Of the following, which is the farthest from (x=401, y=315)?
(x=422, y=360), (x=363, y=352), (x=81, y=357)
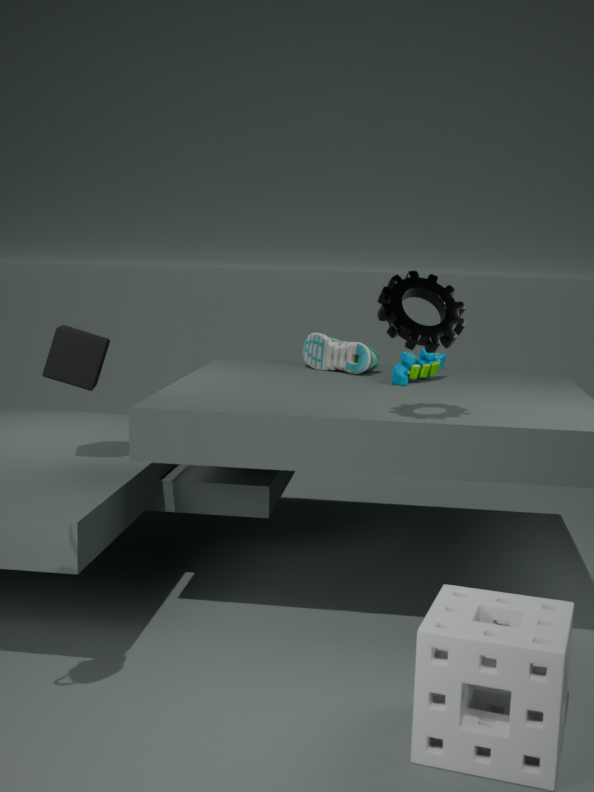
(x=81, y=357)
